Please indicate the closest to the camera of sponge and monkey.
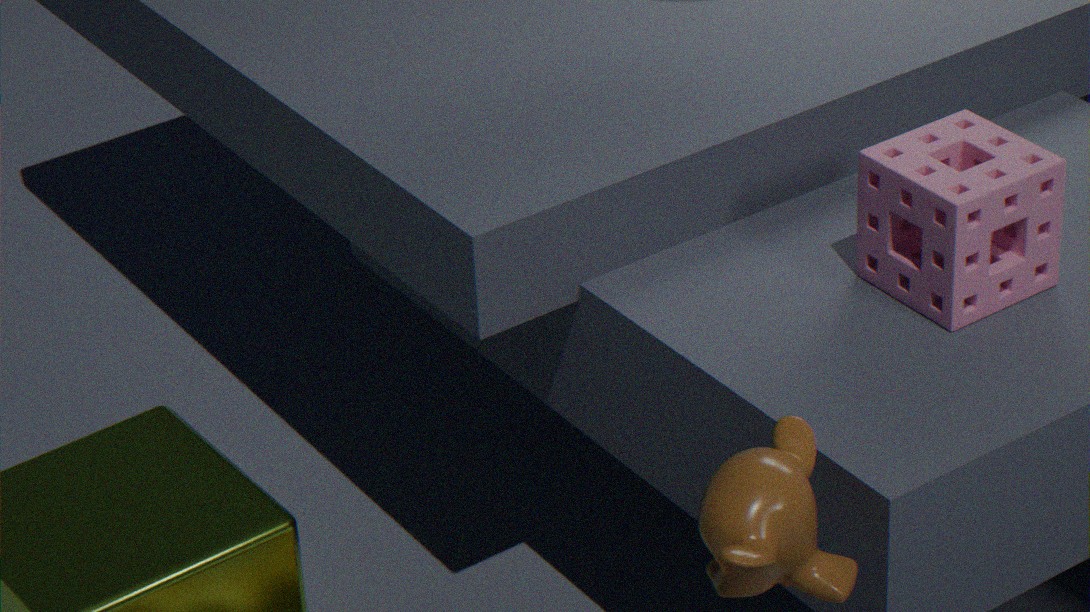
monkey
